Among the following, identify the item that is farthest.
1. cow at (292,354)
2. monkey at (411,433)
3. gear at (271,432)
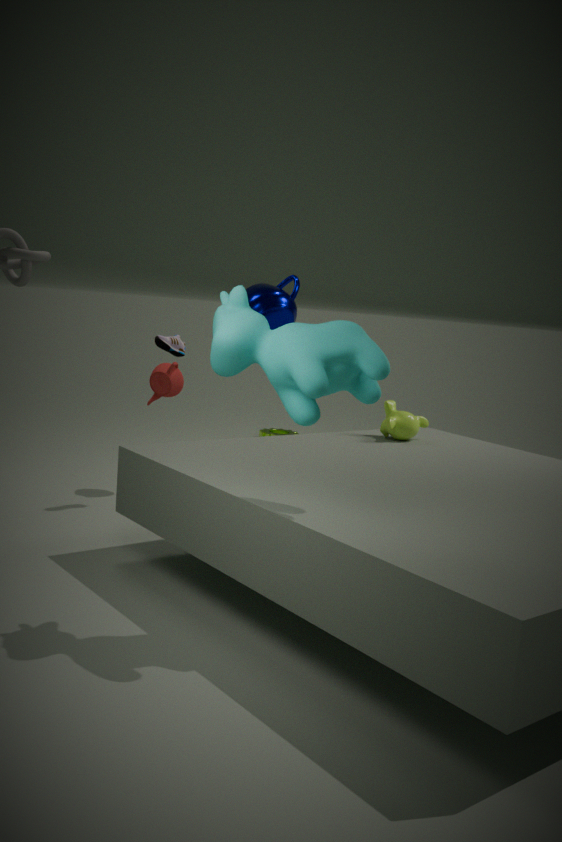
gear at (271,432)
